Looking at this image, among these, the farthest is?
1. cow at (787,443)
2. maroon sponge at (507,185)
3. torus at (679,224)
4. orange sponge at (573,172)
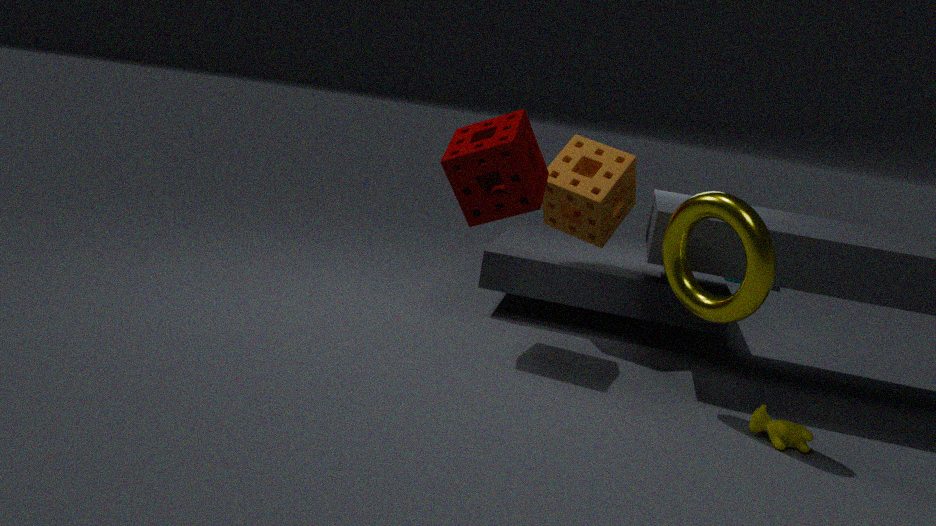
orange sponge at (573,172)
